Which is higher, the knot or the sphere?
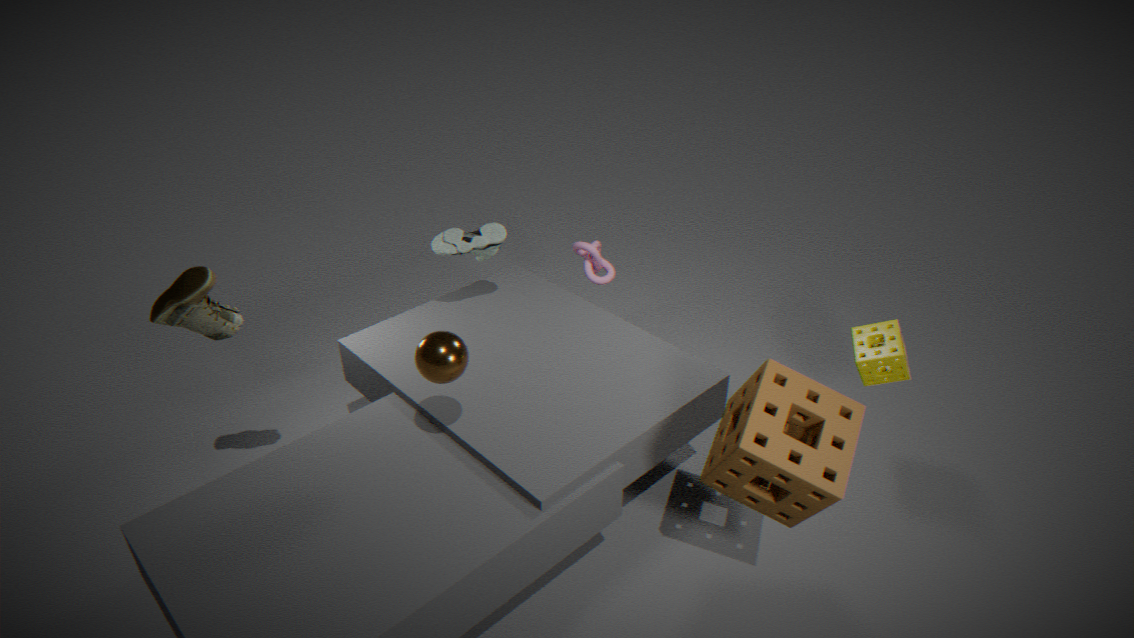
the sphere
